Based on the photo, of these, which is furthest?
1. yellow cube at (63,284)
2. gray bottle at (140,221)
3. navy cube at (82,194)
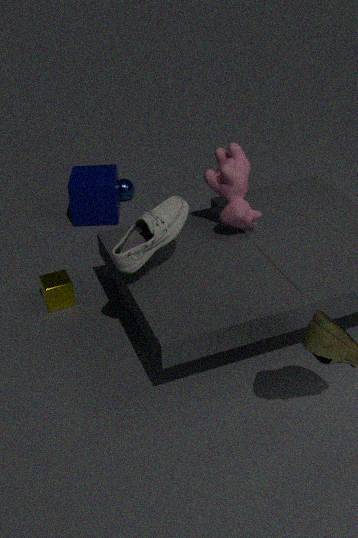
navy cube at (82,194)
